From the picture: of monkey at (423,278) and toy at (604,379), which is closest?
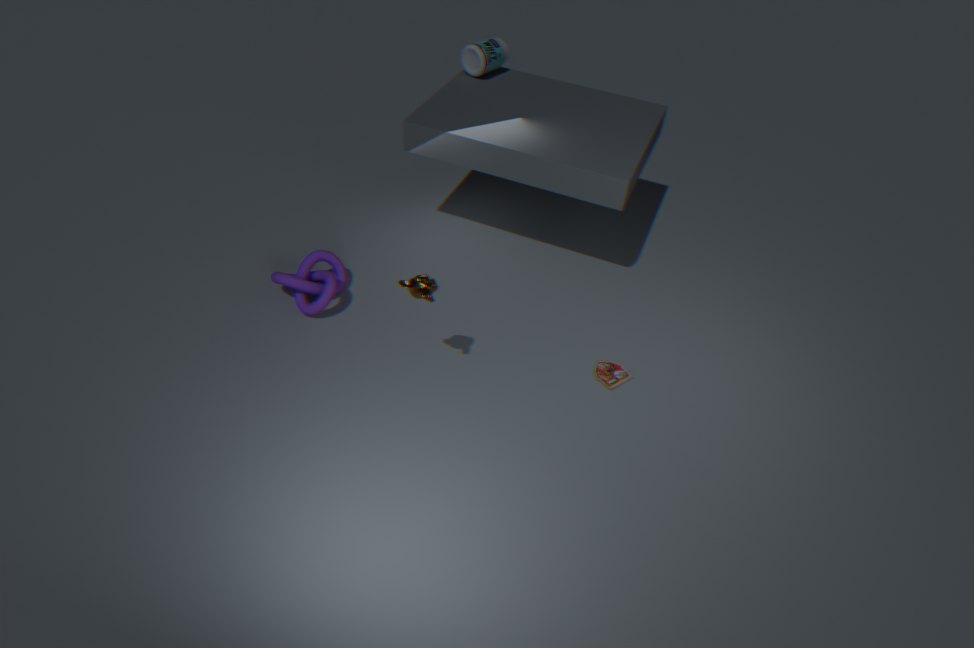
monkey at (423,278)
